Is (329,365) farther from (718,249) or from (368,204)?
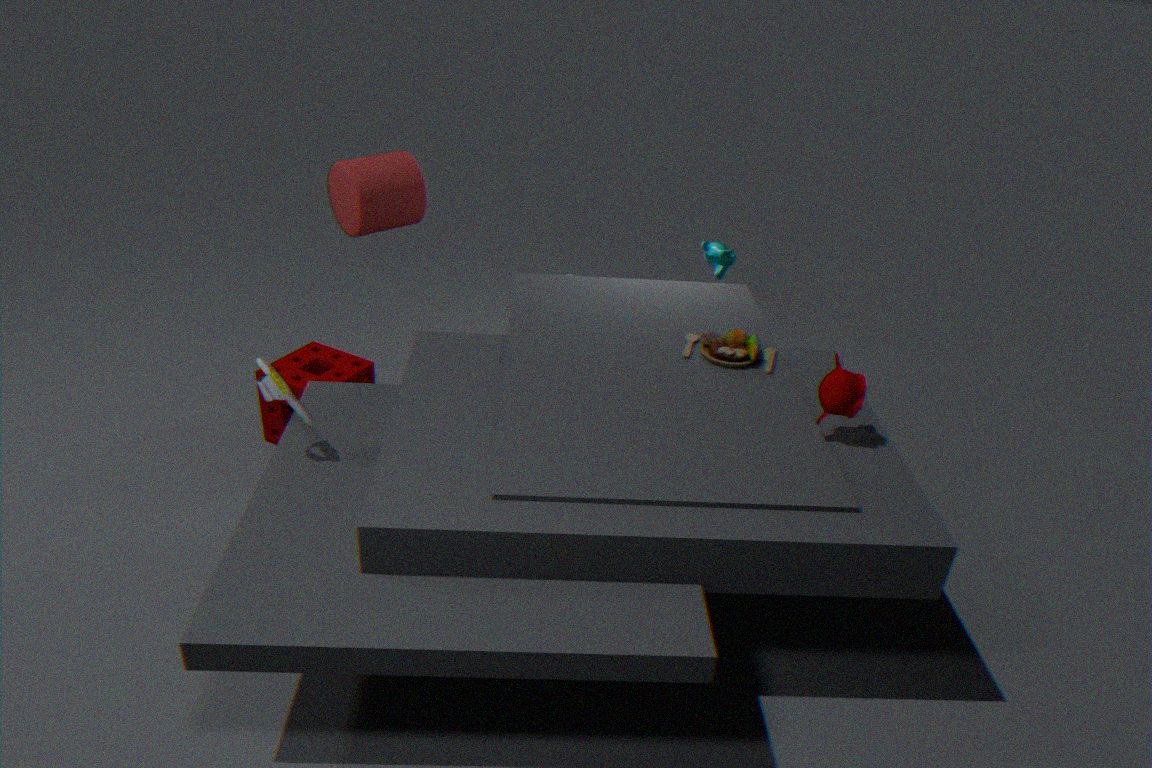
(718,249)
